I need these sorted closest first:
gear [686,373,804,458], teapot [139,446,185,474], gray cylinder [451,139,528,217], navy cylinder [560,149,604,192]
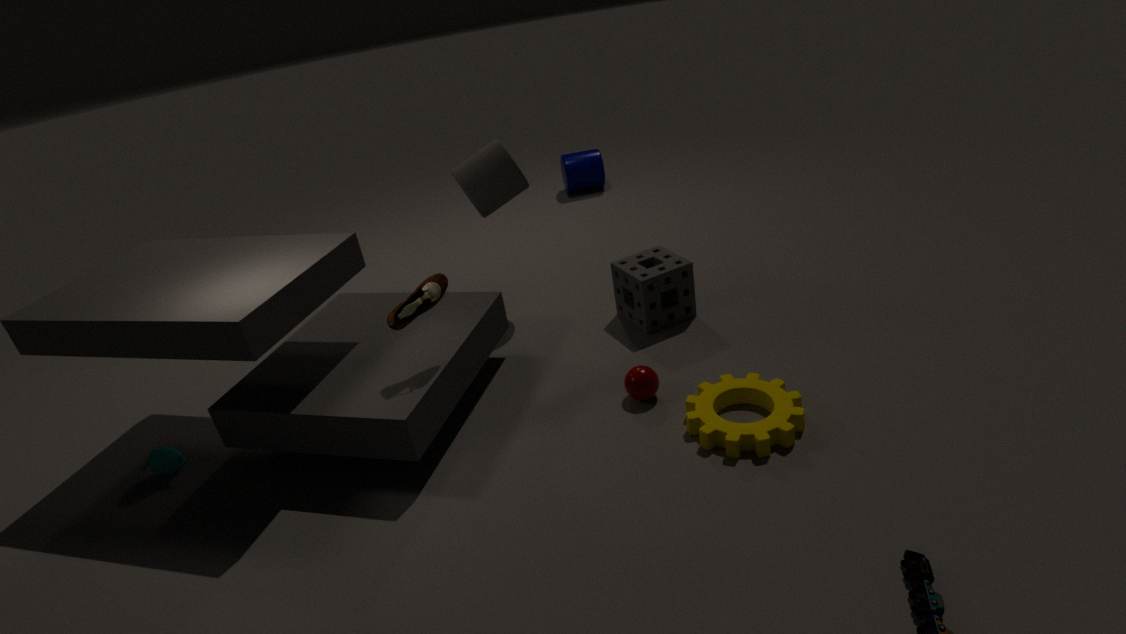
gear [686,373,804,458] → teapot [139,446,185,474] → gray cylinder [451,139,528,217] → navy cylinder [560,149,604,192]
